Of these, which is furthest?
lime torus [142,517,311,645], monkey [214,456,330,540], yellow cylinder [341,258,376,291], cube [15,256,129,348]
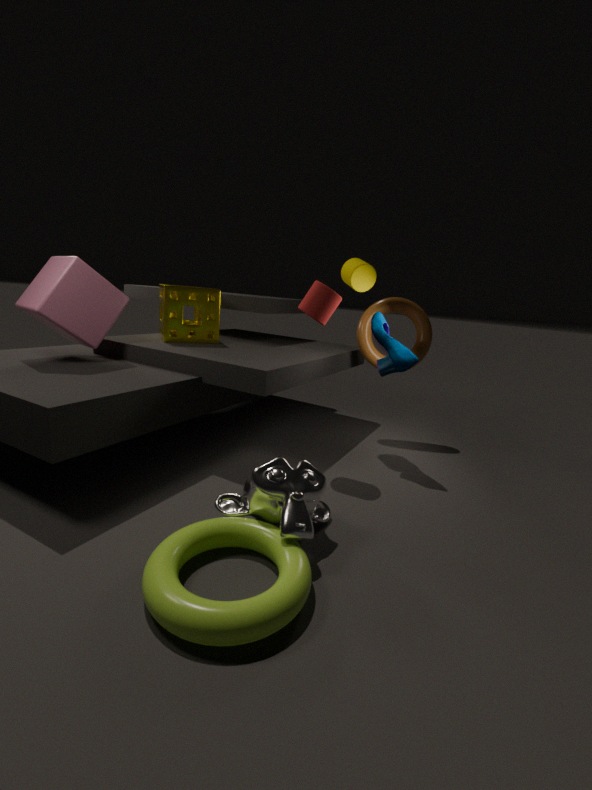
yellow cylinder [341,258,376,291]
